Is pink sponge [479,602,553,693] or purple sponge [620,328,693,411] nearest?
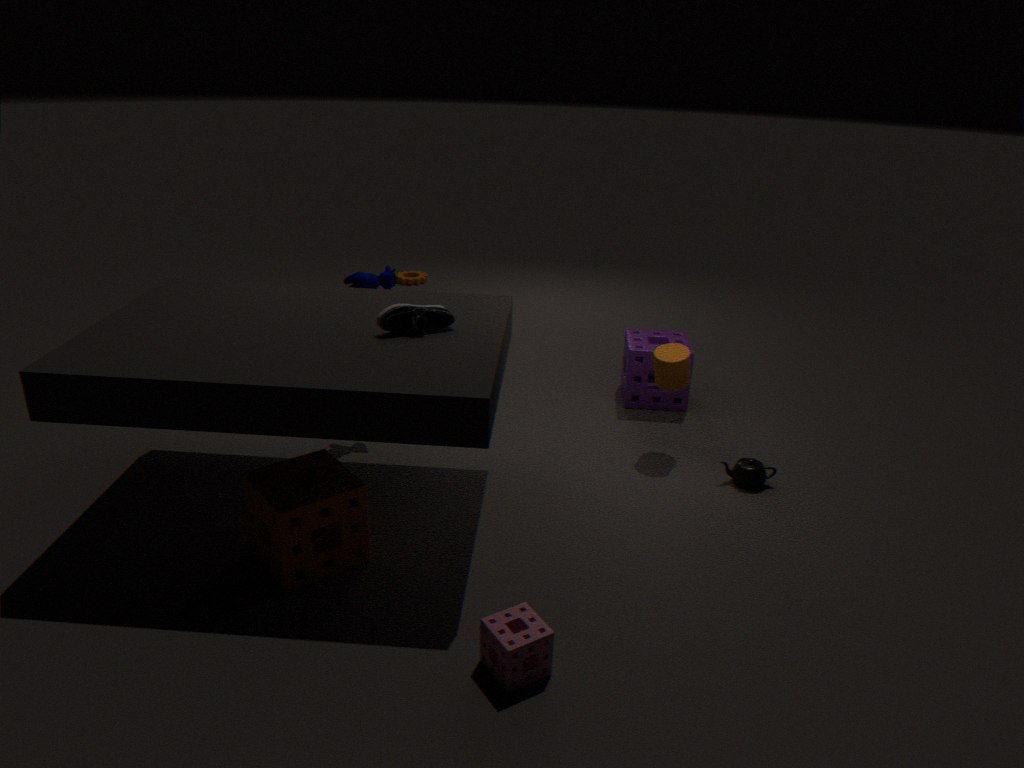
pink sponge [479,602,553,693]
